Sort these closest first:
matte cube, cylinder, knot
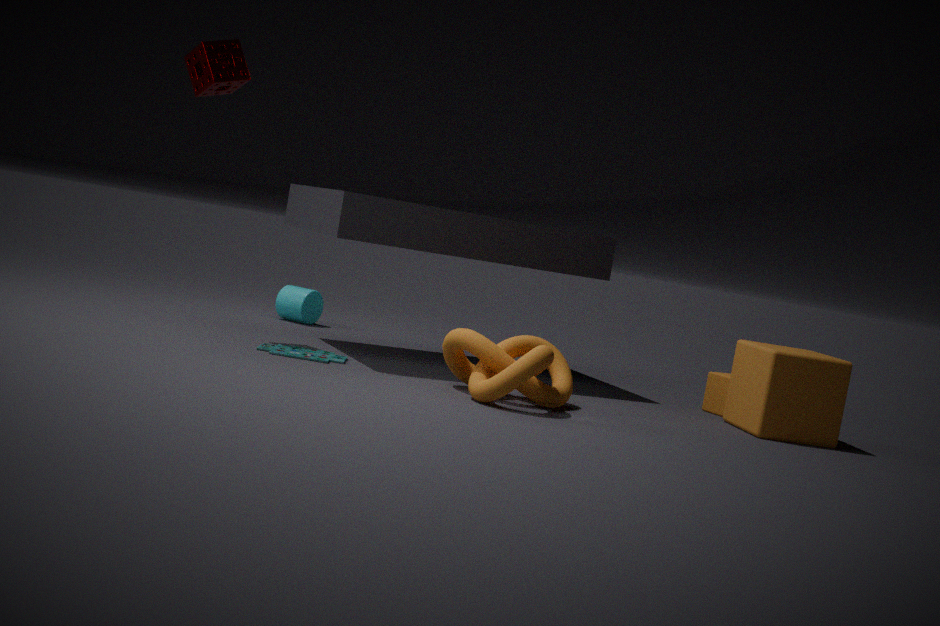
knot → matte cube → cylinder
